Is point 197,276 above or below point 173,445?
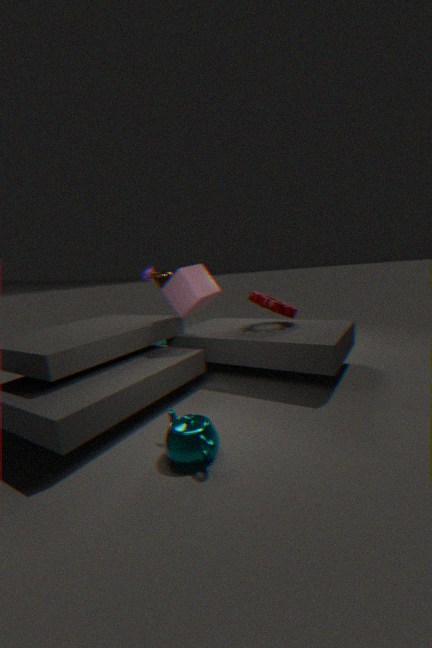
above
